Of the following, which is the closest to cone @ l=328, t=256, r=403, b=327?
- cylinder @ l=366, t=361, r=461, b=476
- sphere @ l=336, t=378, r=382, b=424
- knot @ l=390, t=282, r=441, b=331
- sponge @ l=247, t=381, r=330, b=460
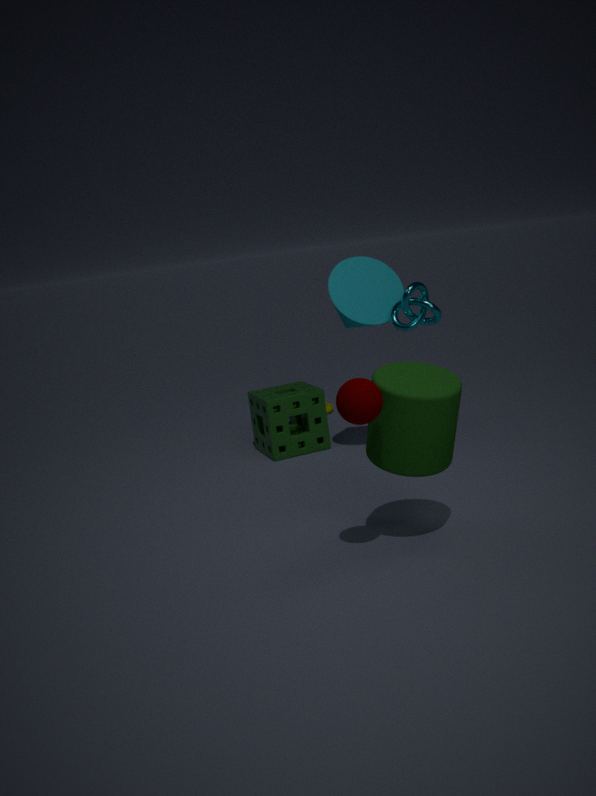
knot @ l=390, t=282, r=441, b=331
